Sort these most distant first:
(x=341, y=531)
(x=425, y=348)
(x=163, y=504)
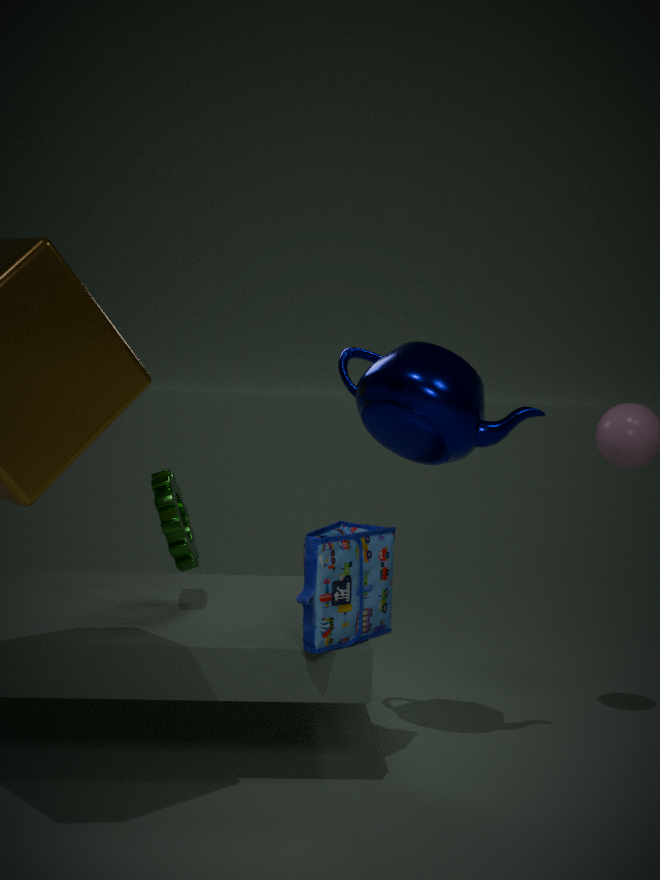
(x=163, y=504)
(x=341, y=531)
(x=425, y=348)
